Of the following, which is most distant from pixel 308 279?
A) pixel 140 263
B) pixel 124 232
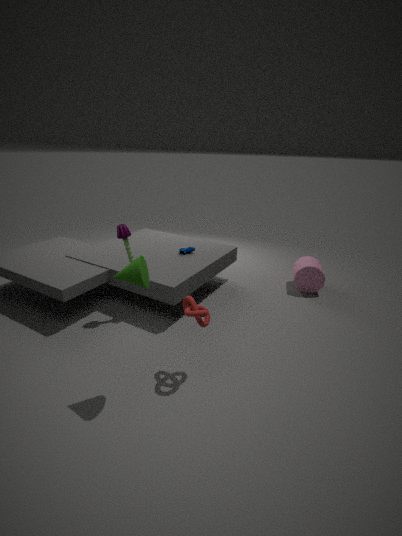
pixel 140 263
